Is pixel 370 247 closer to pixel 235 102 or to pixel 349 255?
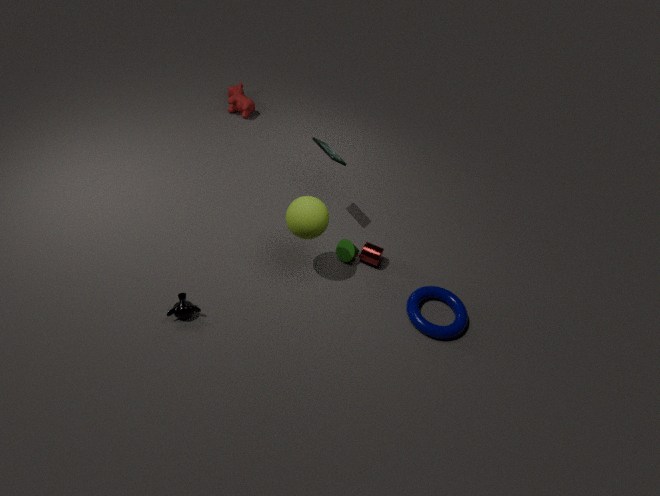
pixel 349 255
